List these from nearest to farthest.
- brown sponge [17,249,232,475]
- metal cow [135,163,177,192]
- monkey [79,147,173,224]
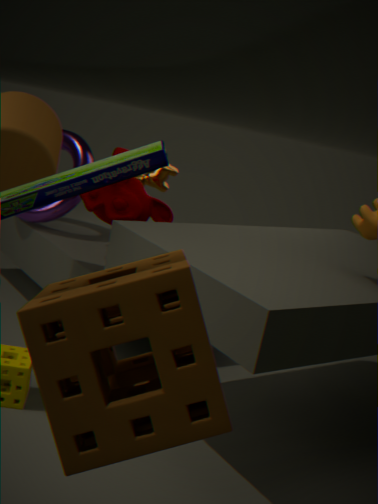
brown sponge [17,249,232,475] < monkey [79,147,173,224] < metal cow [135,163,177,192]
